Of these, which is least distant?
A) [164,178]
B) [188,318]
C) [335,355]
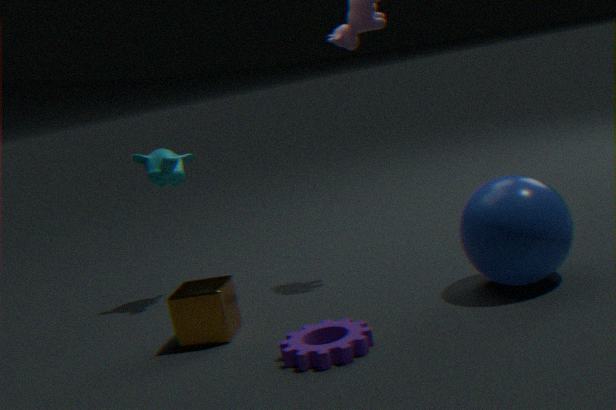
[335,355]
